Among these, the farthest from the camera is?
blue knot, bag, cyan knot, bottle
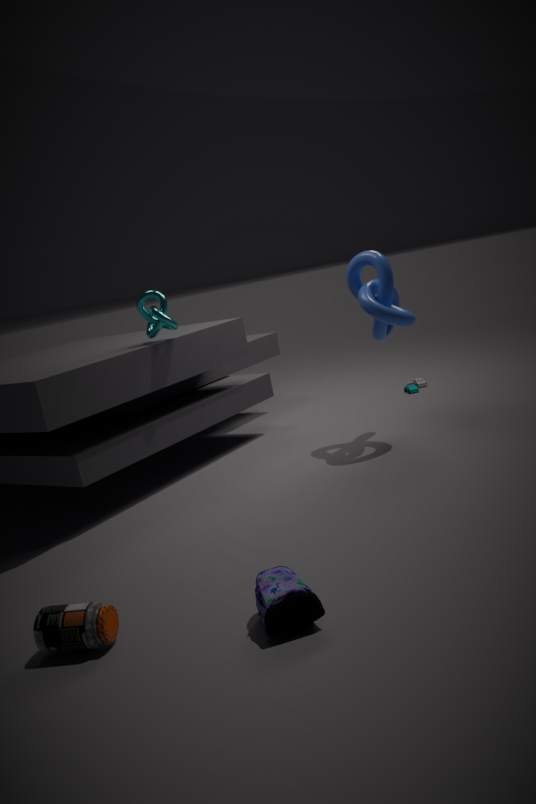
cyan knot
